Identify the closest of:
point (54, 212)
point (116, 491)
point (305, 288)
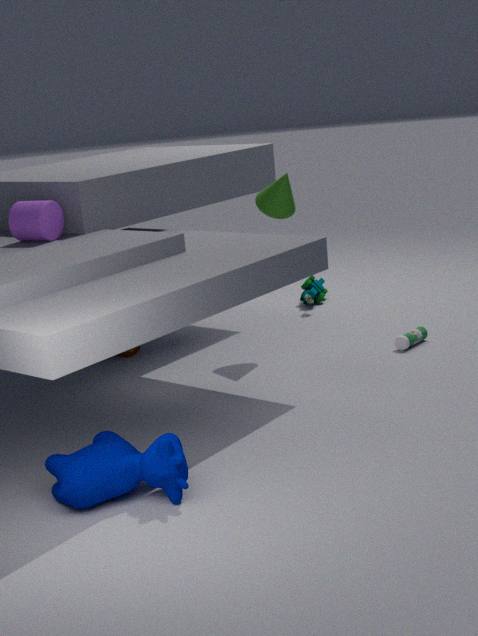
point (116, 491)
